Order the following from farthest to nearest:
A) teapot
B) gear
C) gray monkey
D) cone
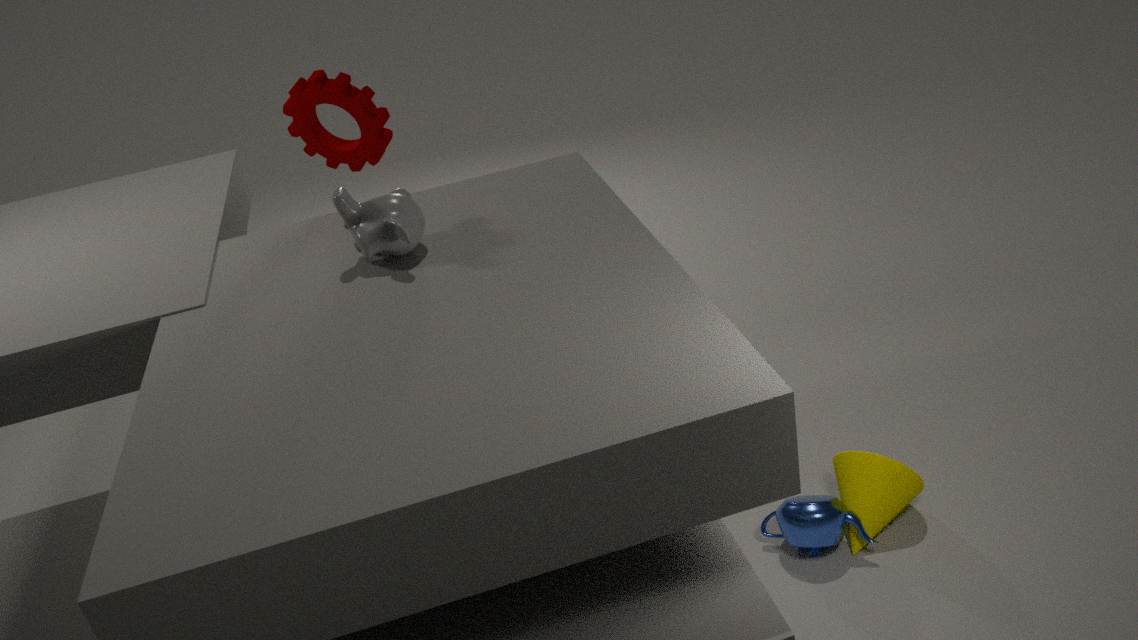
gear → cone → teapot → gray monkey
